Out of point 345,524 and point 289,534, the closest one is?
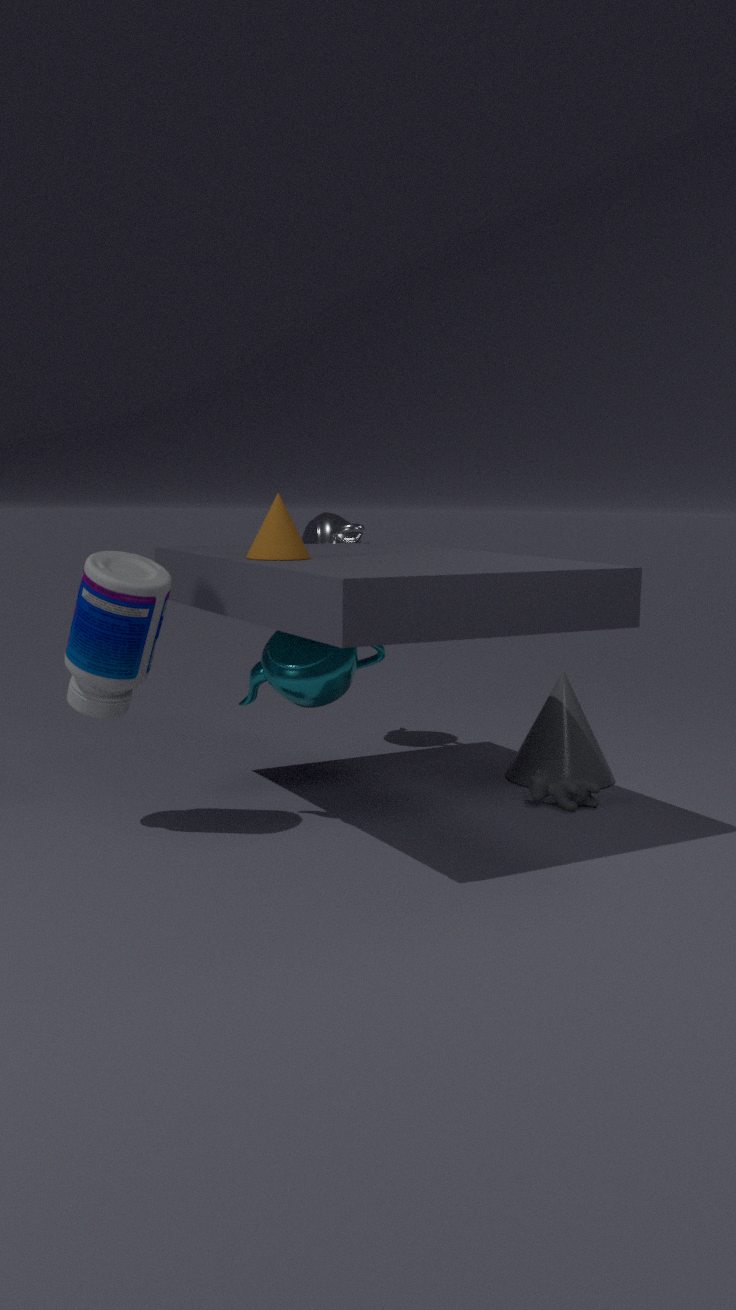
point 289,534
